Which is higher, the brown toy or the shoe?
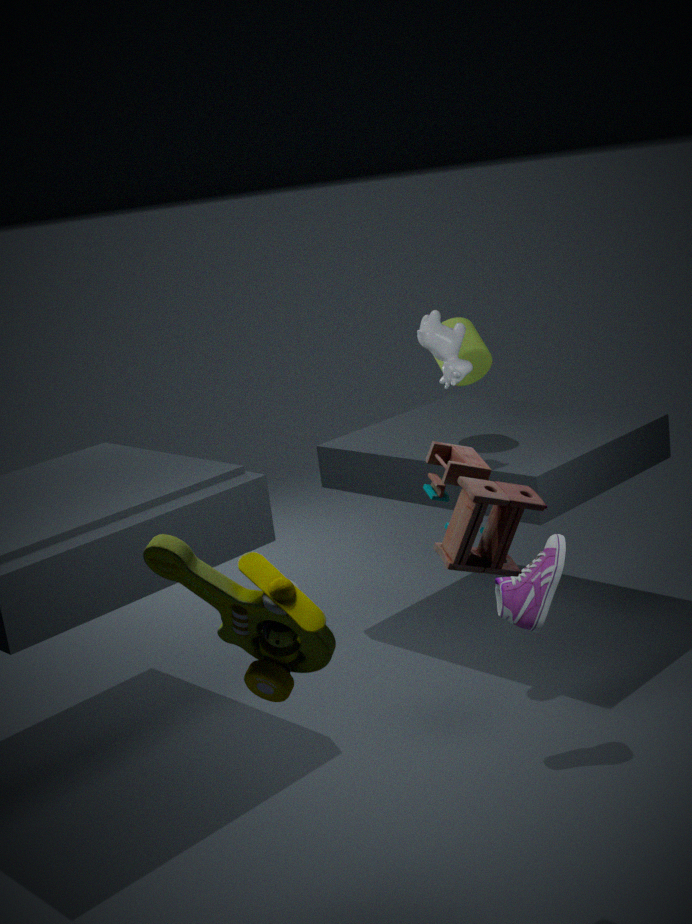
the brown toy
